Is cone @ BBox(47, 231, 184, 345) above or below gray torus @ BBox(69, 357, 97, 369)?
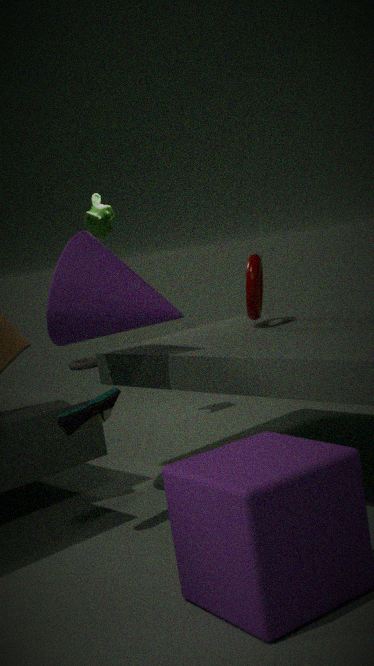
above
